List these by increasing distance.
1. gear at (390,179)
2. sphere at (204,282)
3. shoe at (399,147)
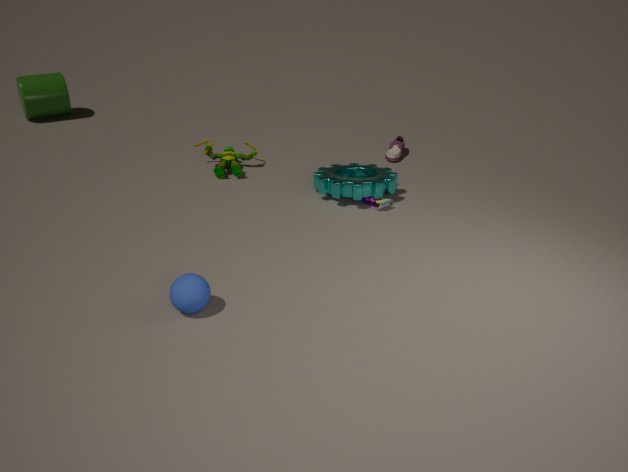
sphere at (204,282) → gear at (390,179) → shoe at (399,147)
